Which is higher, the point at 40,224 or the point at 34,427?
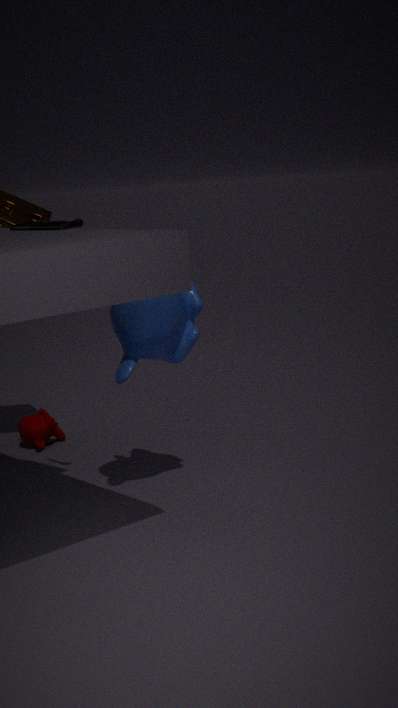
the point at 40,224
